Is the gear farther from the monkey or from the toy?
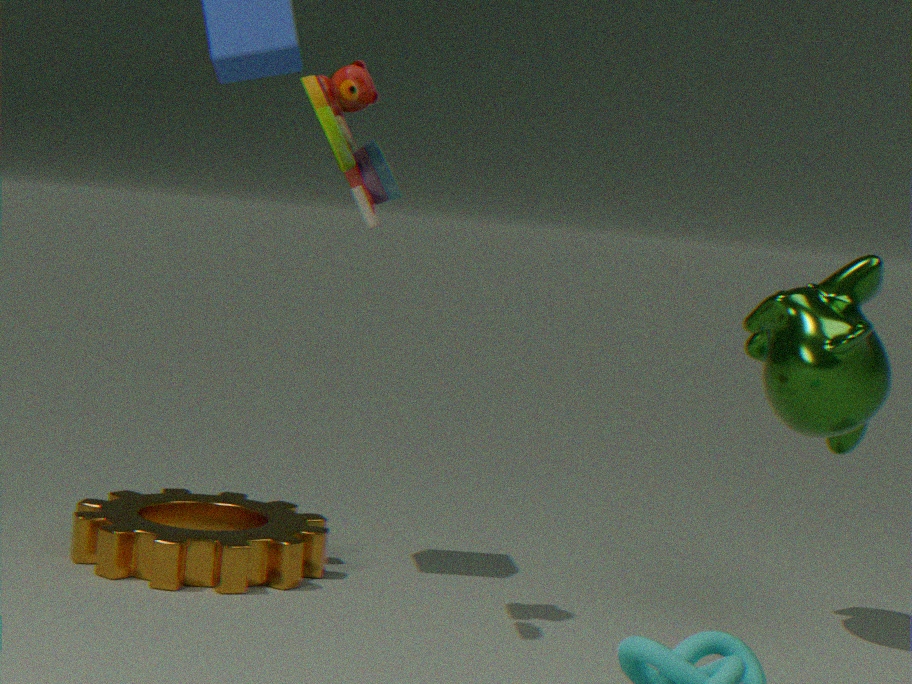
the monkey
